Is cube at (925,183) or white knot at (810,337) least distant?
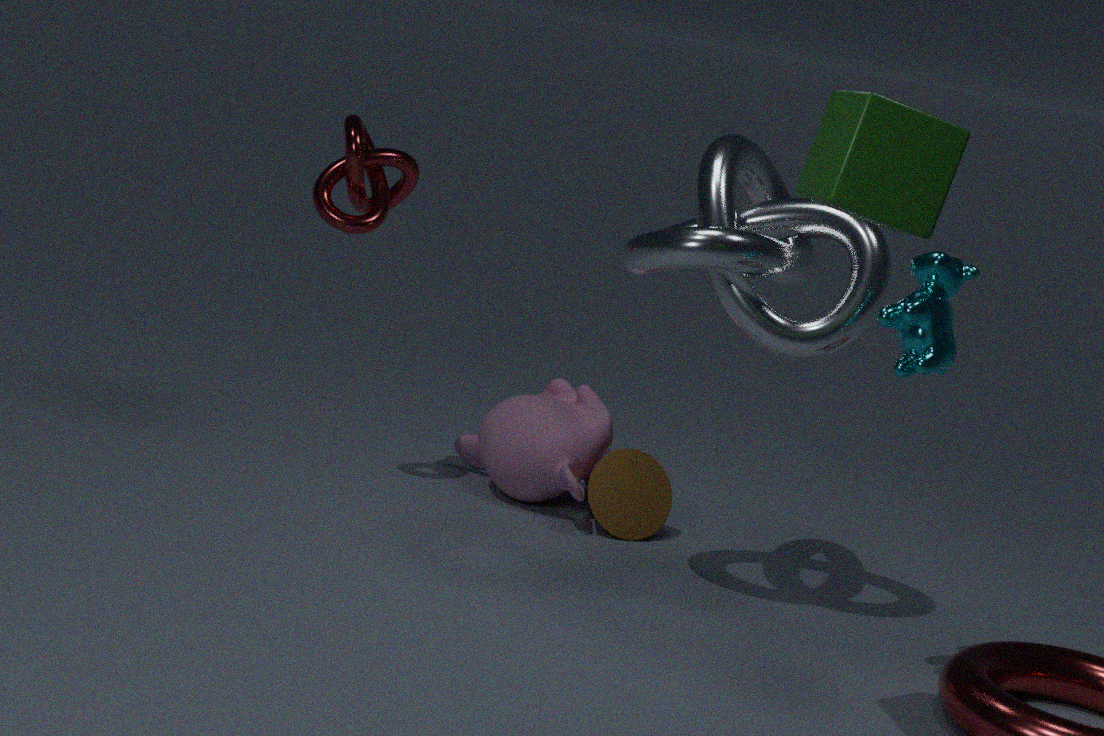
cube at (925,183)
